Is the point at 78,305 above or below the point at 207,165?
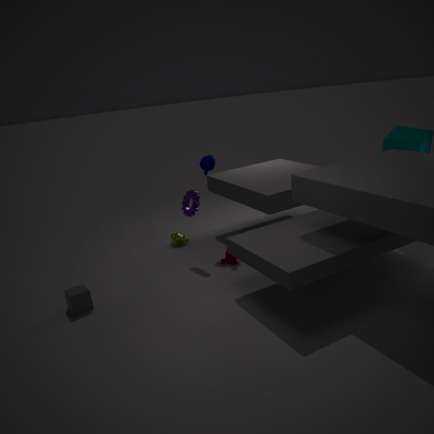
below
